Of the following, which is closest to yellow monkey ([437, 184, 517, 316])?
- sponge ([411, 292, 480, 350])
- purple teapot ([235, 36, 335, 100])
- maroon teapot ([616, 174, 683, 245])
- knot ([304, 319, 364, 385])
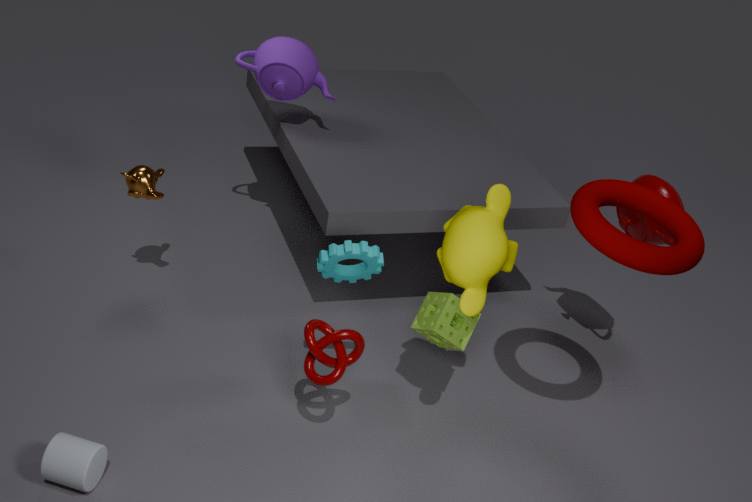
sponge ([411, 292, 480, 350])
